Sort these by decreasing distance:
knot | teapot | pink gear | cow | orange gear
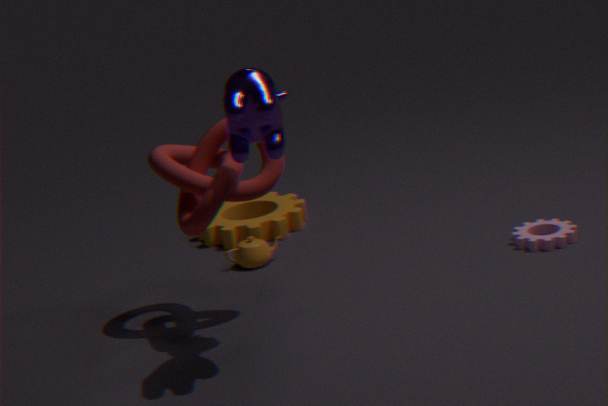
orange gear, teapot, pink gear, knot, cow
